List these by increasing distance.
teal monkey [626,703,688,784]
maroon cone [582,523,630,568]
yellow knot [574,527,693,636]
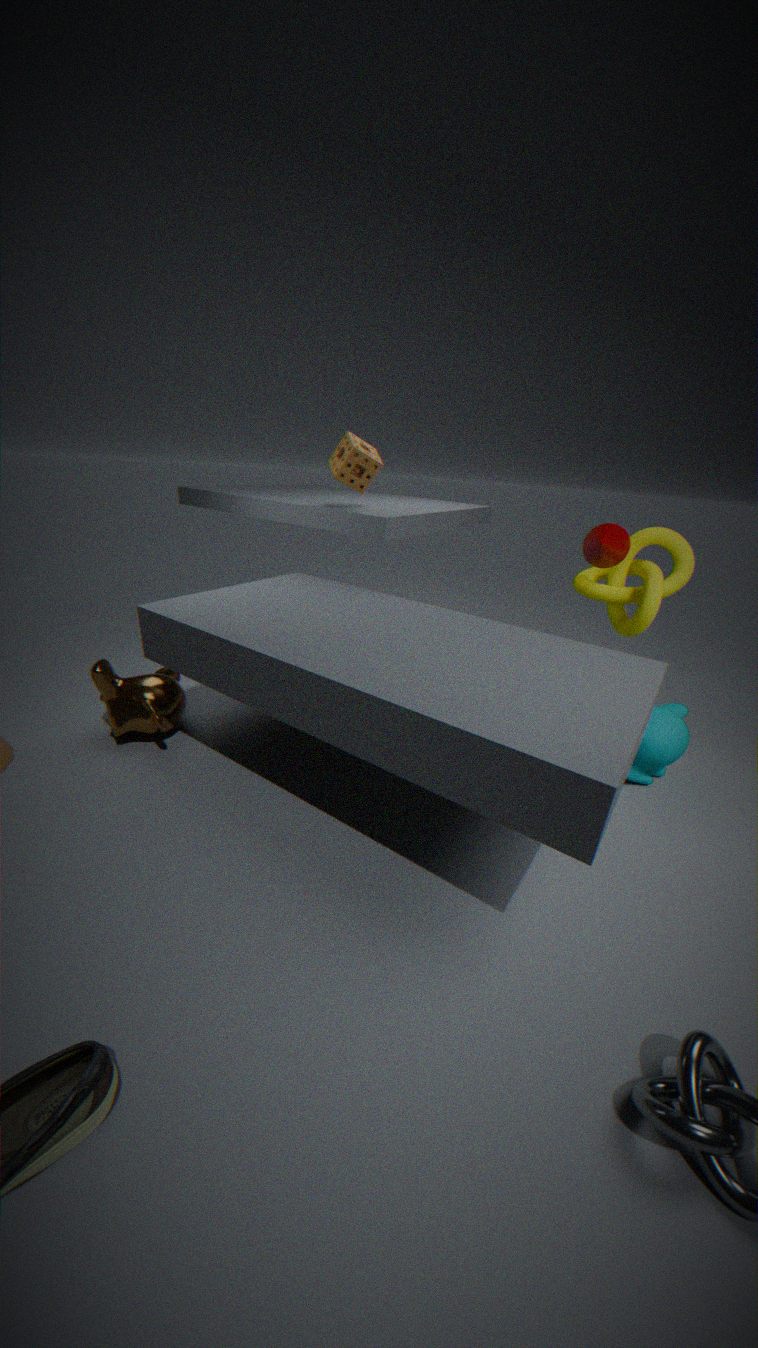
teal monkey [626,703,688,784], maroon cone [582,523,630,568], yellow knot [574,527,693,636]
